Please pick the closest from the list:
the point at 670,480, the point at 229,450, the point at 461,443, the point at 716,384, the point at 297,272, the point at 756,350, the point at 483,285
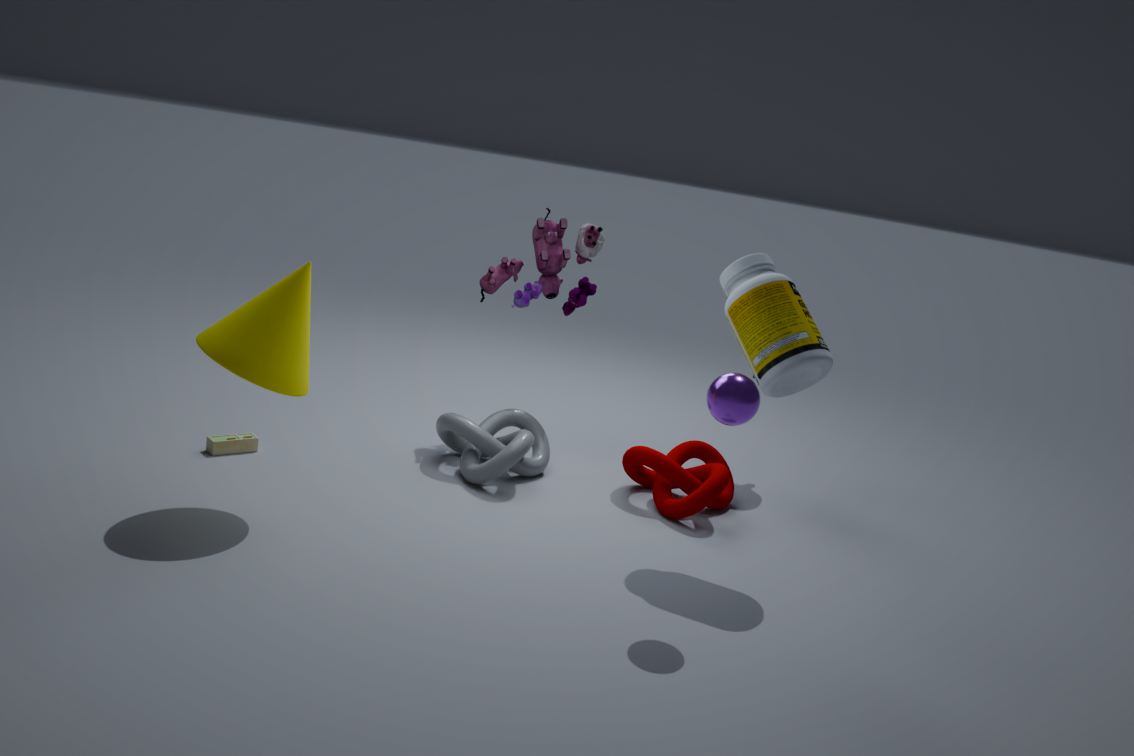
the point at 716,384
